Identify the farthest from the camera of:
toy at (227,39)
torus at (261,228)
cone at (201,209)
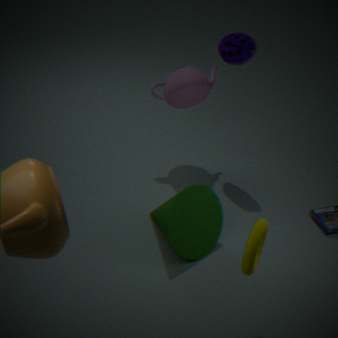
toy at (227,39)
